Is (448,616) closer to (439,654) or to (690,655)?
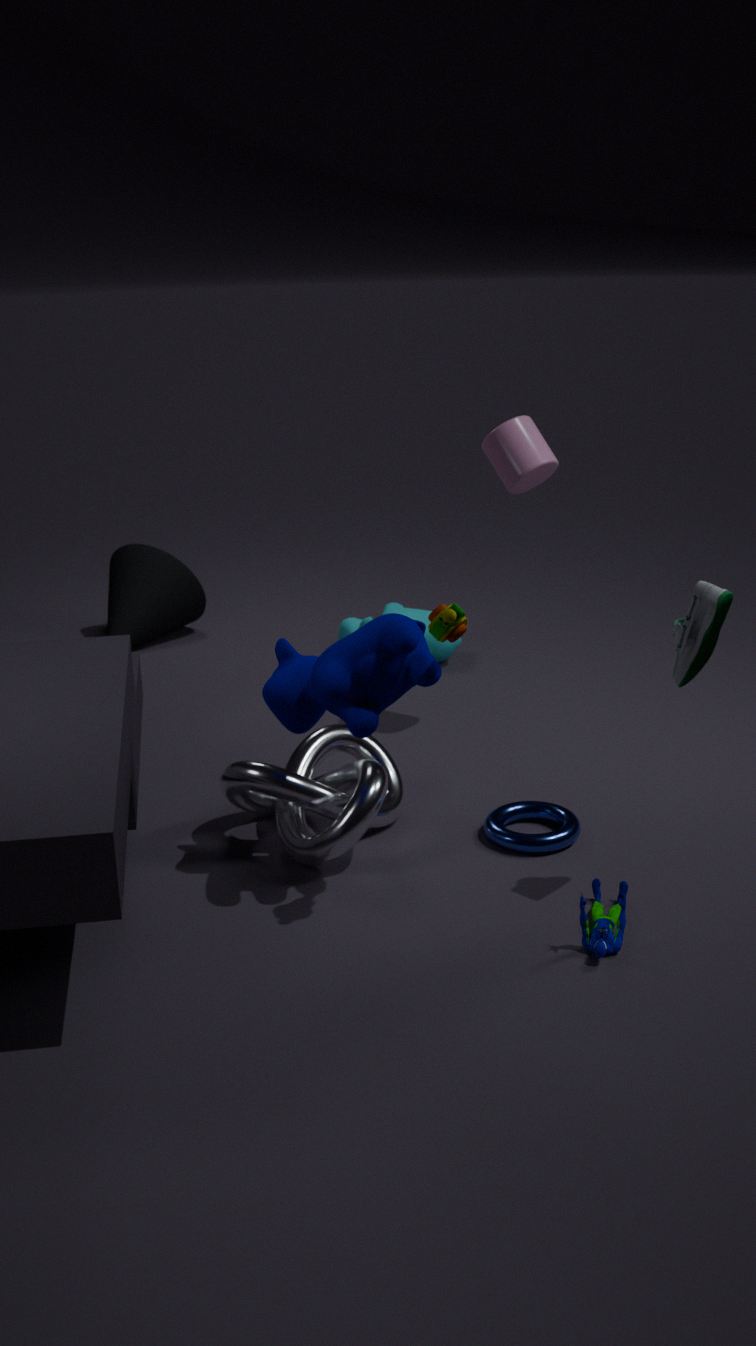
(690,655)
